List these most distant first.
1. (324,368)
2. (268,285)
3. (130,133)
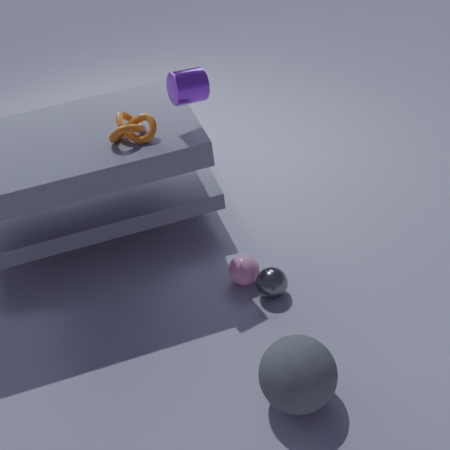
1. (268,285)
2. (130,133)
3. (324,368)
